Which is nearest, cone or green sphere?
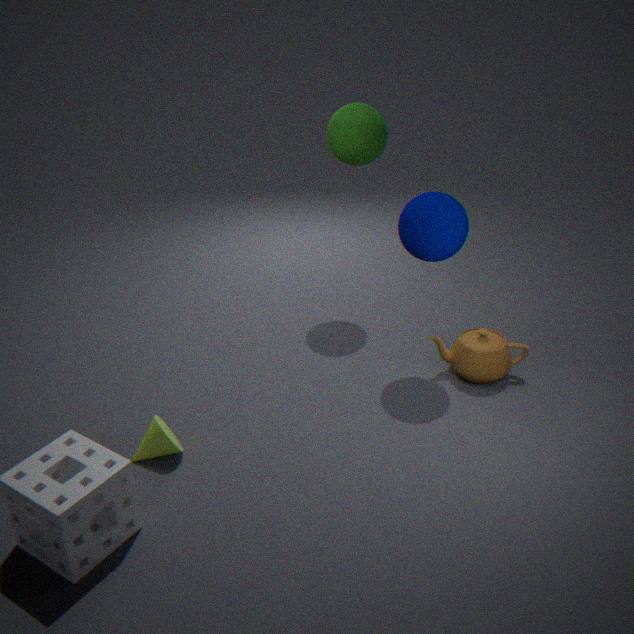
cone
